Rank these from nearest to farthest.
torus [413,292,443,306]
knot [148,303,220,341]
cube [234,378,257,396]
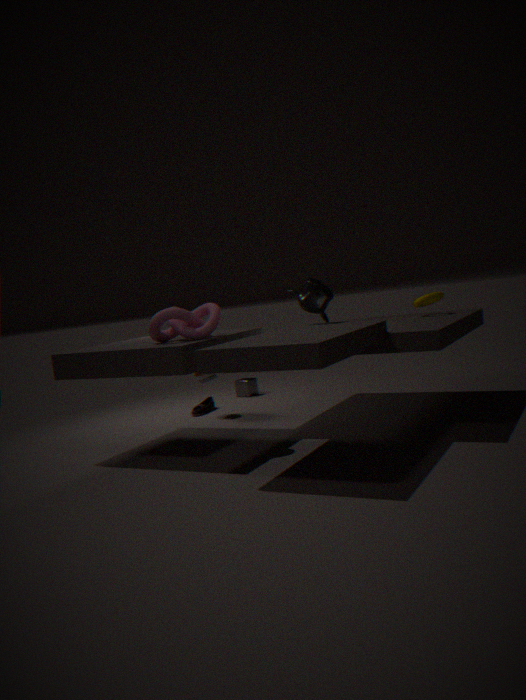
knot [148,303,220,341], torus [413,292,443,306], cube [234,378,257,396]
